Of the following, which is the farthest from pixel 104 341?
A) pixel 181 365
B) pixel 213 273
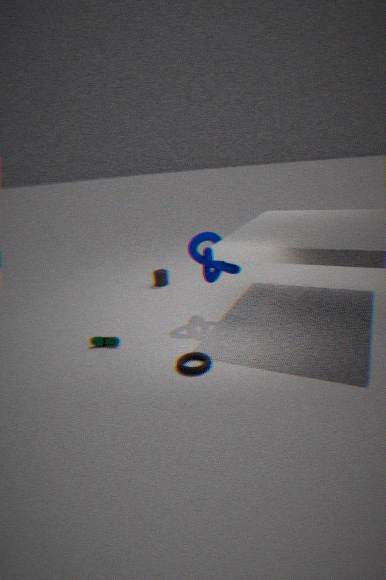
pixel 213 273
